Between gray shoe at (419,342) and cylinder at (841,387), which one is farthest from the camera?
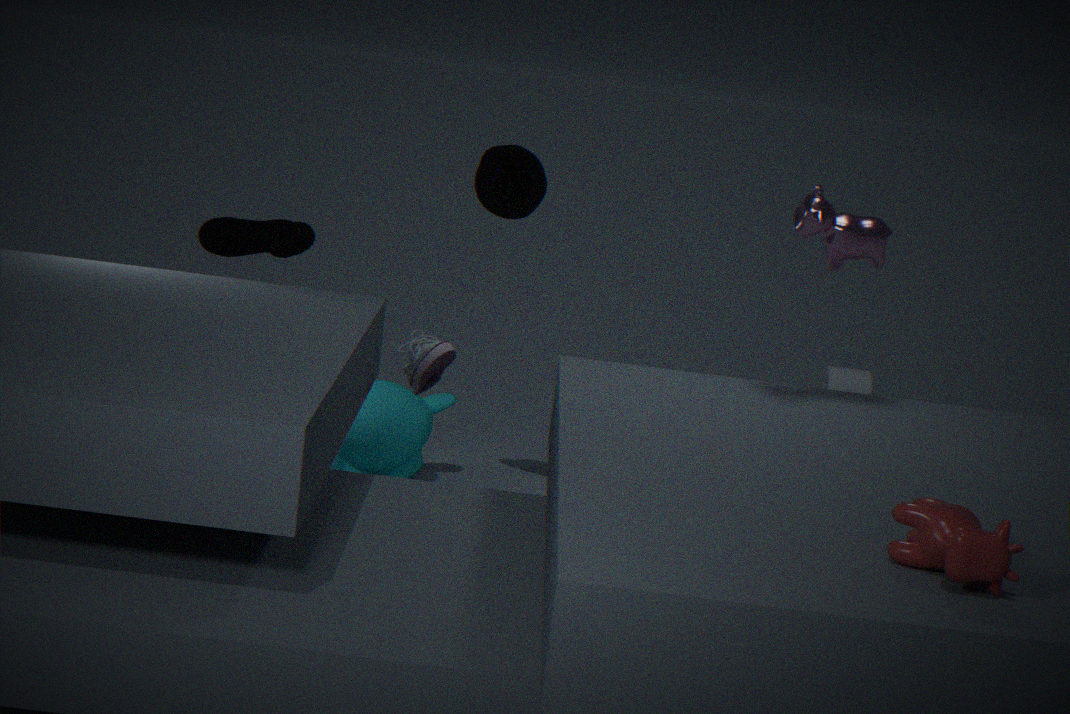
cylinder at (841,387)
